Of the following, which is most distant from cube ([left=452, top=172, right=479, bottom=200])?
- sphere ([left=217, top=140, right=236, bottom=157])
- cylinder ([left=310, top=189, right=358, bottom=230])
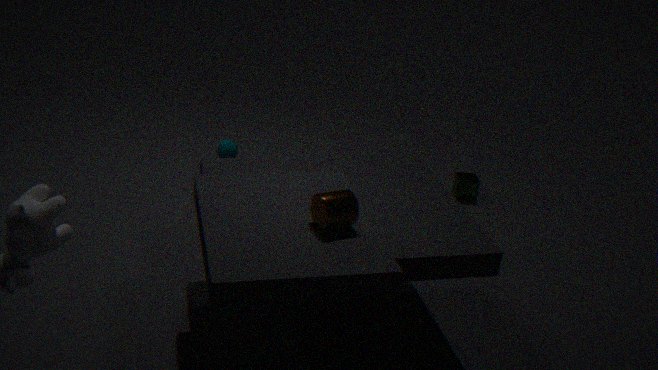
cylinder ([left=310, top=189, right=358, bottom=230])
